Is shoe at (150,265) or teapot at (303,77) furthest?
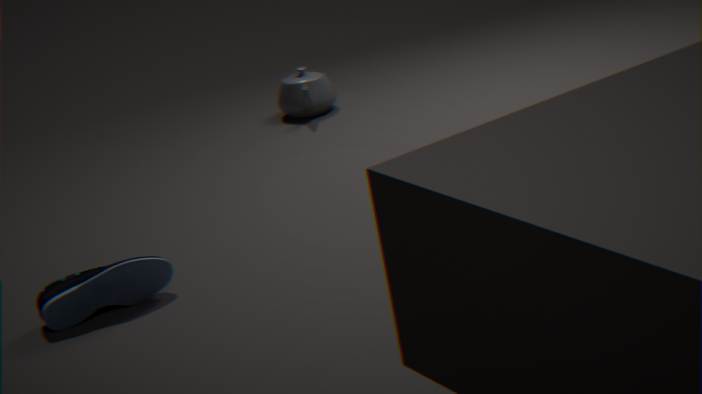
teapot at (303,77)
